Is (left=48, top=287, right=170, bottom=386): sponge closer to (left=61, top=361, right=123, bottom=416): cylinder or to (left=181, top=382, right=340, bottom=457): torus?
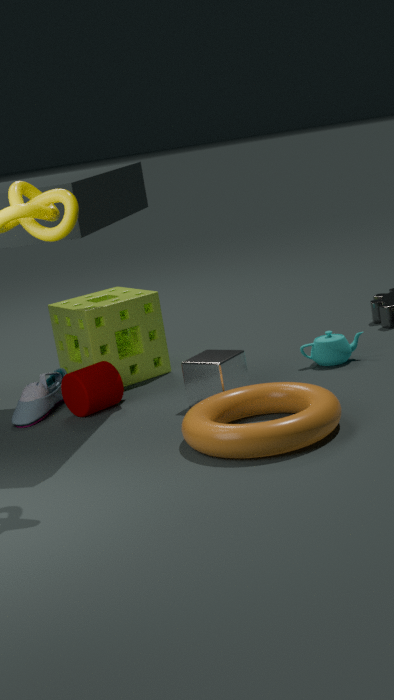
(left=61, top=361, right=123, bottom=416): cylinder
